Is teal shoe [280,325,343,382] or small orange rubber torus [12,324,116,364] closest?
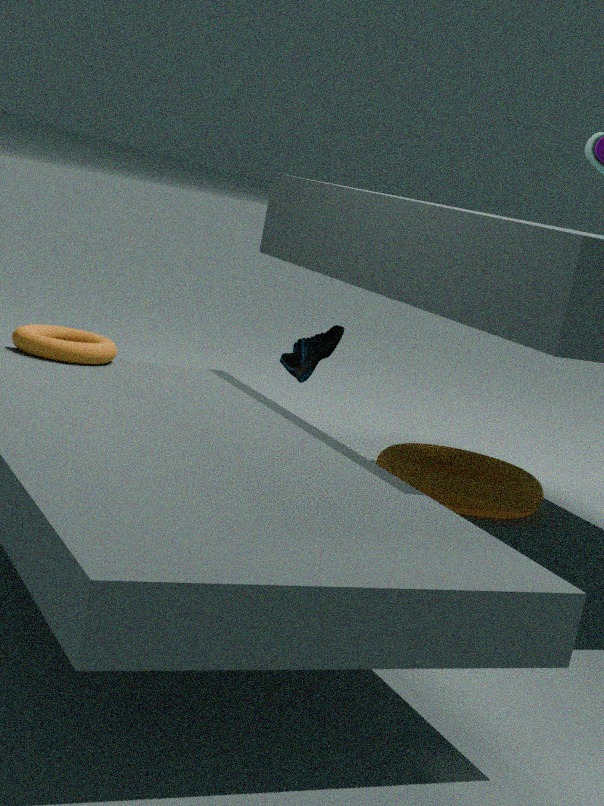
small orange rubber torus [12,324,116,364]
